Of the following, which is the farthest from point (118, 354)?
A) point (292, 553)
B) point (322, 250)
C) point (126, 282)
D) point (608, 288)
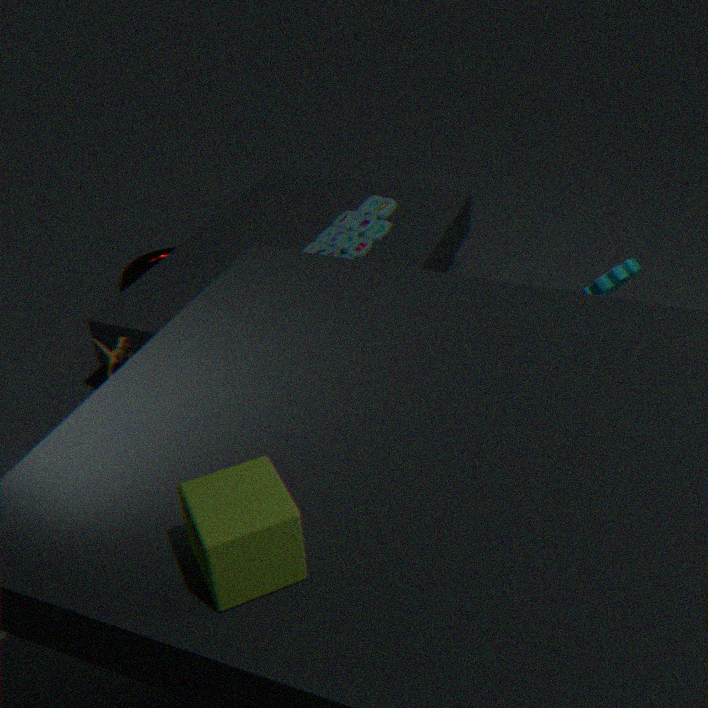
point (126, 282)
